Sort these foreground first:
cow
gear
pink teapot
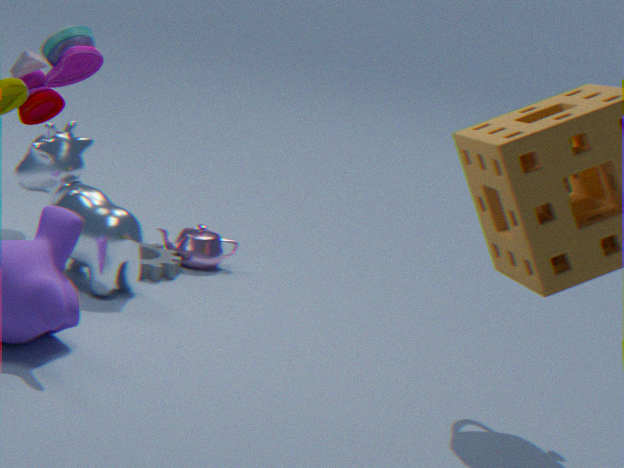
cow, gear, pink teapot
